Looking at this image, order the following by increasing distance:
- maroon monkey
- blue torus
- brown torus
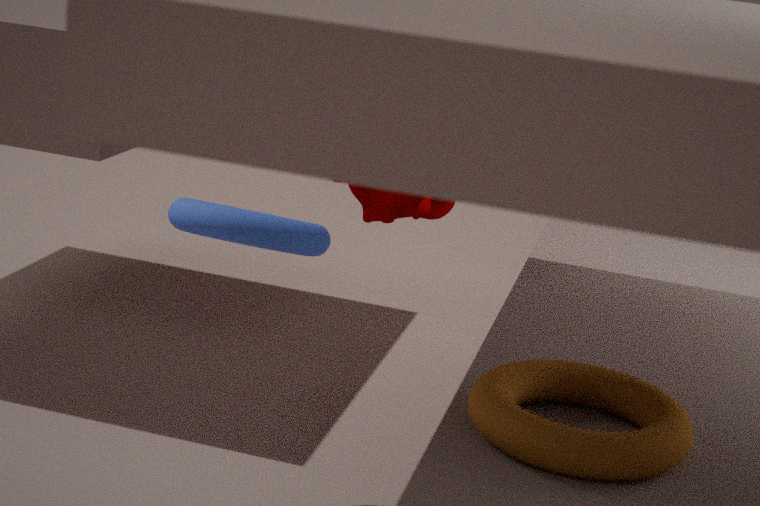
brown torus, blue torus, maroon monkey
